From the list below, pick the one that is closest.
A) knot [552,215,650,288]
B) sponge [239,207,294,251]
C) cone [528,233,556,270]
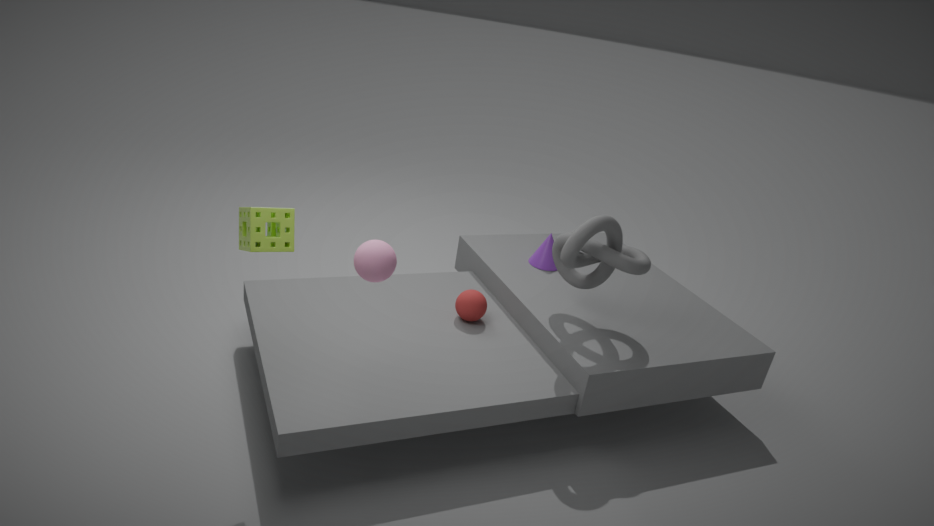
sponge [239,207,294,251]
